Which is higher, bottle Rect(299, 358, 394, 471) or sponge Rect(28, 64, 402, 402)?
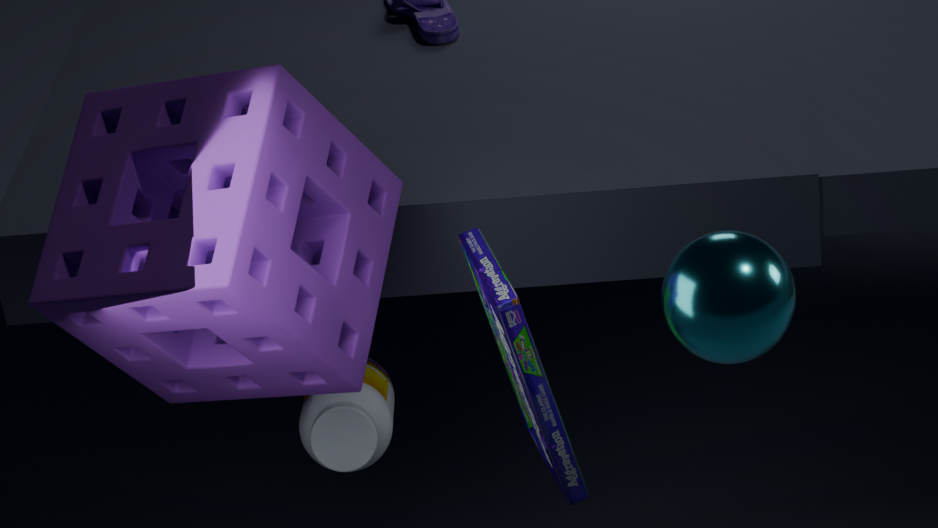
sponge Rect(28, 64, 402, 402)
